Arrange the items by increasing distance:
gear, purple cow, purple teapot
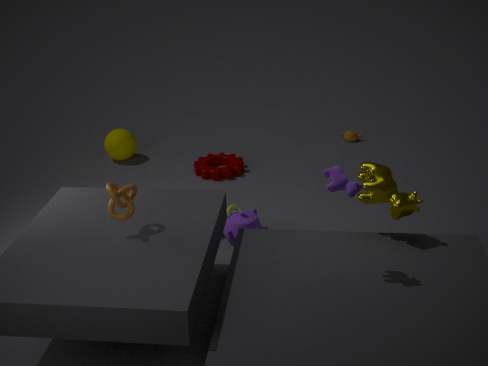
purple cow < purple teapot < gear
